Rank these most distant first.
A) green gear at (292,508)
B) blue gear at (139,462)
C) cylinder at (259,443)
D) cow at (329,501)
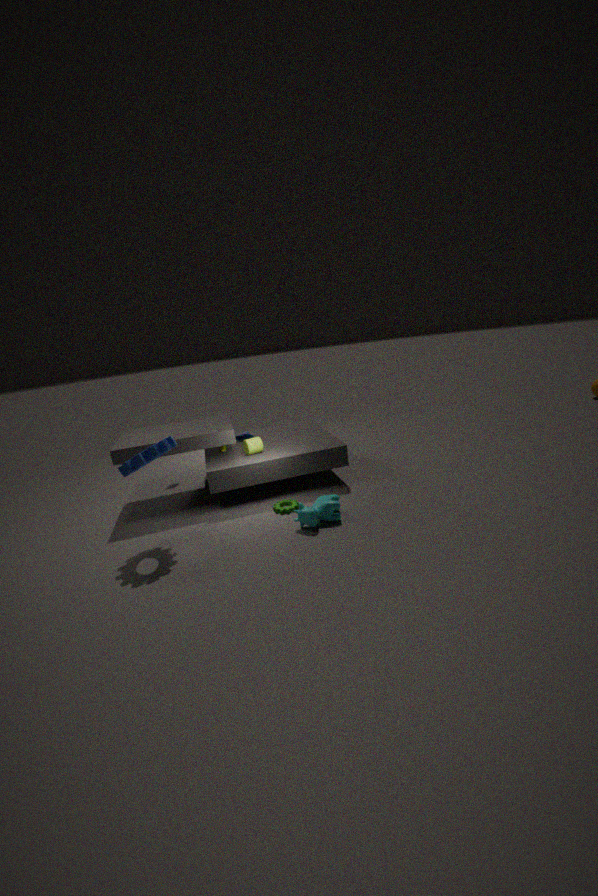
1. C. cylinder at (259,443)
2. A. green gear at (292,508)
3. D. cow at (329,501)
4. B. blue gear at (139,462)
